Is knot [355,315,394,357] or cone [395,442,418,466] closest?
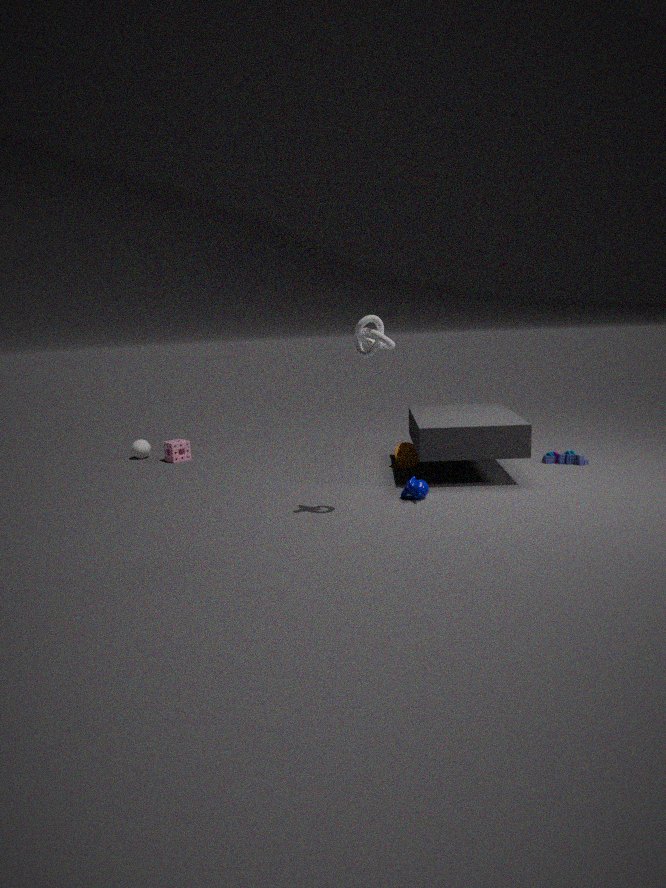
knot [355,315,394,357]
